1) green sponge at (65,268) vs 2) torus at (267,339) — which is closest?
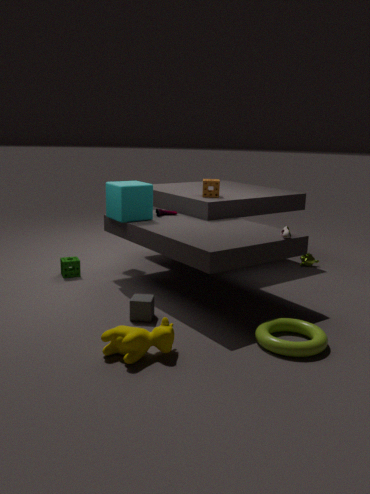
2. torus at (267,339)
